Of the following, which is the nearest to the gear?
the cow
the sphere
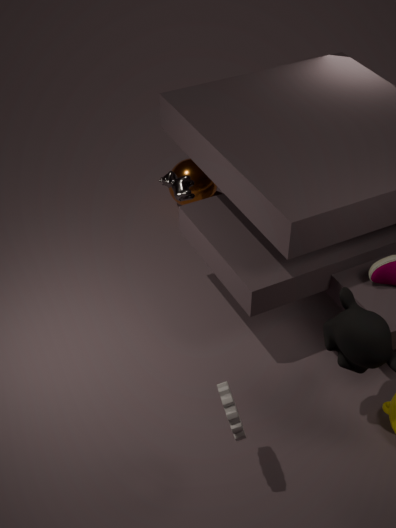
the cow
